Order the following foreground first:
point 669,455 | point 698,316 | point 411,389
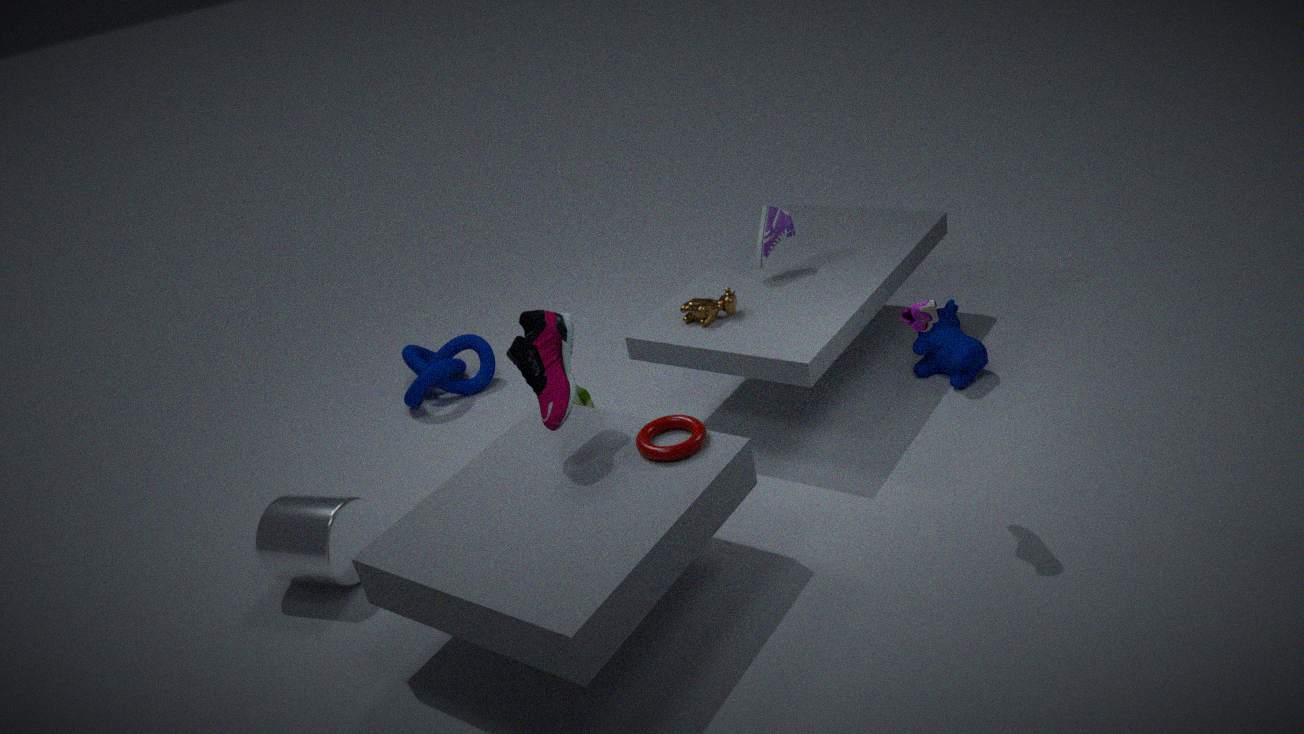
1. point 669,455
2. point 698,316
3. point 411,389
